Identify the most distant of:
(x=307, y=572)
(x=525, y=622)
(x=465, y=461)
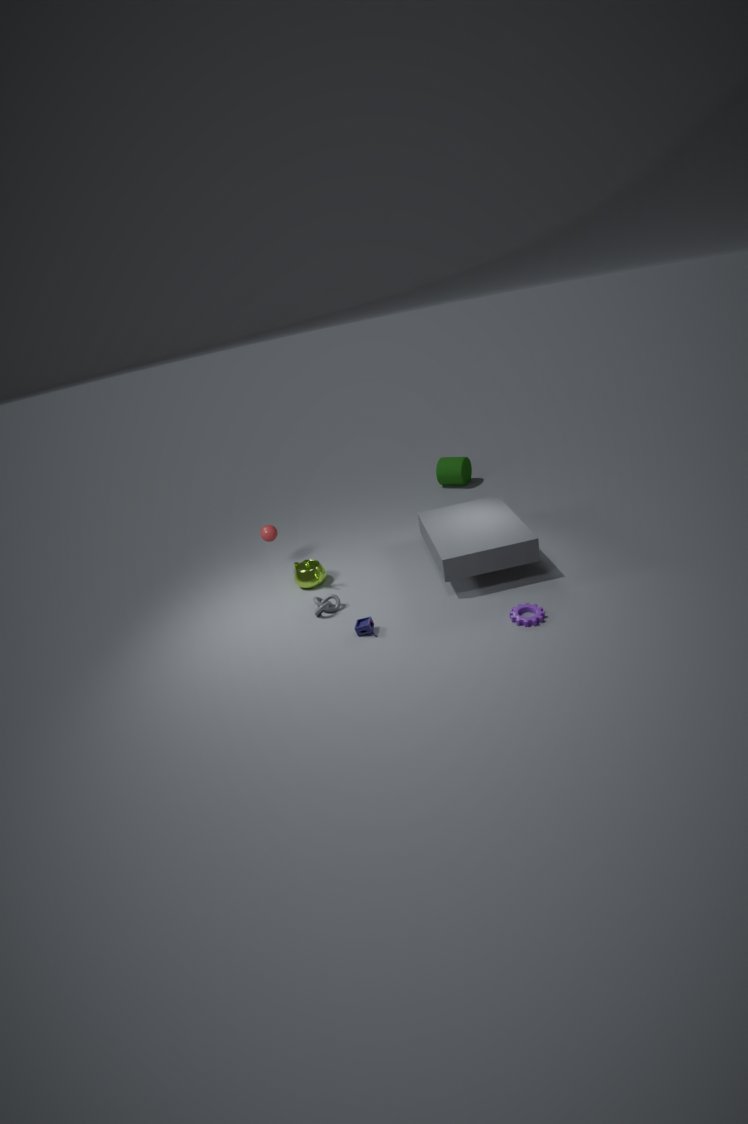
(x=465, y=461)
